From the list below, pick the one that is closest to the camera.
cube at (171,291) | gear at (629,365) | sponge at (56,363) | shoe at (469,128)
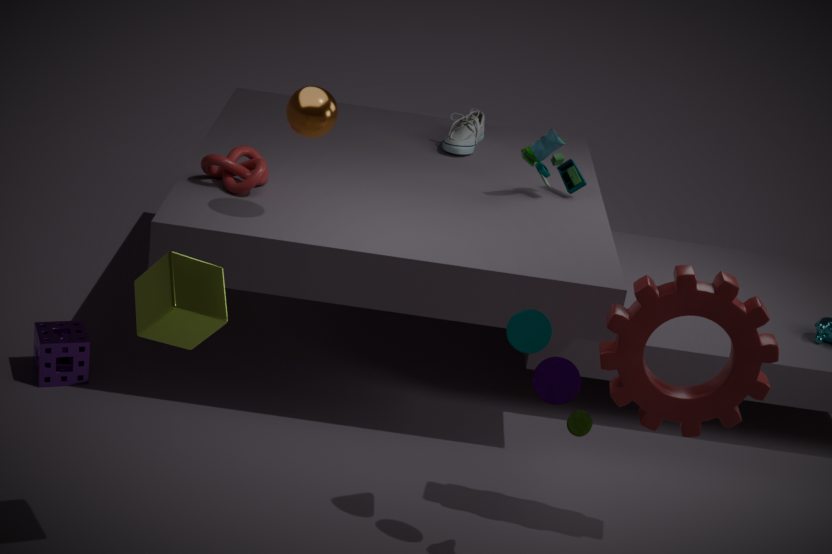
cube at (171,291)
